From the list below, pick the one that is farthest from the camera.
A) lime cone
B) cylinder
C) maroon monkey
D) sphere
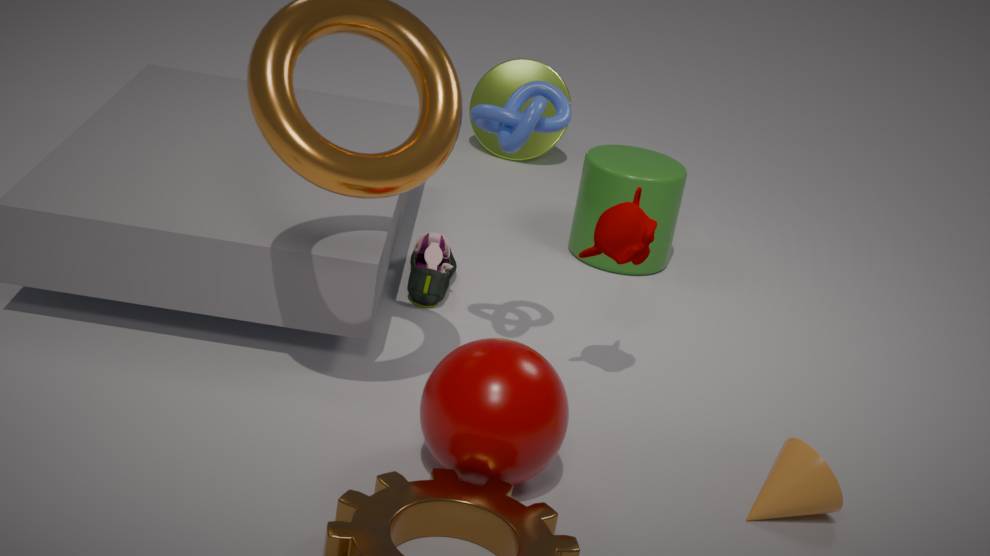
lime cone
